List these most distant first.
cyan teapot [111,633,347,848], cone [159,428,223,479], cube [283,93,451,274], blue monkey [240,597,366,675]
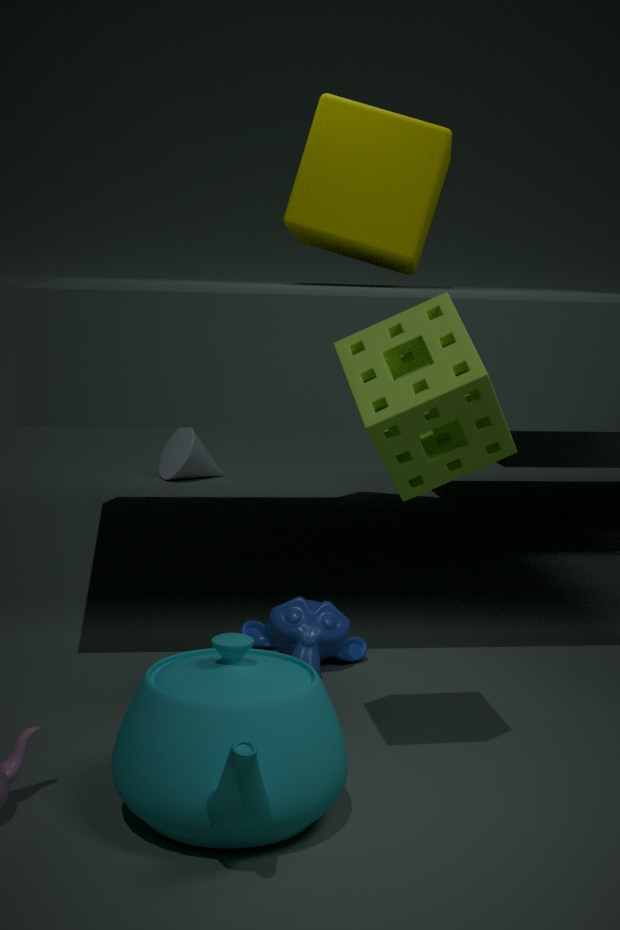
cone [159,428,223,479], cube [283,93,451,274], blue monkey [240,597,366,675], cyan teapot [111,633,347,848]
